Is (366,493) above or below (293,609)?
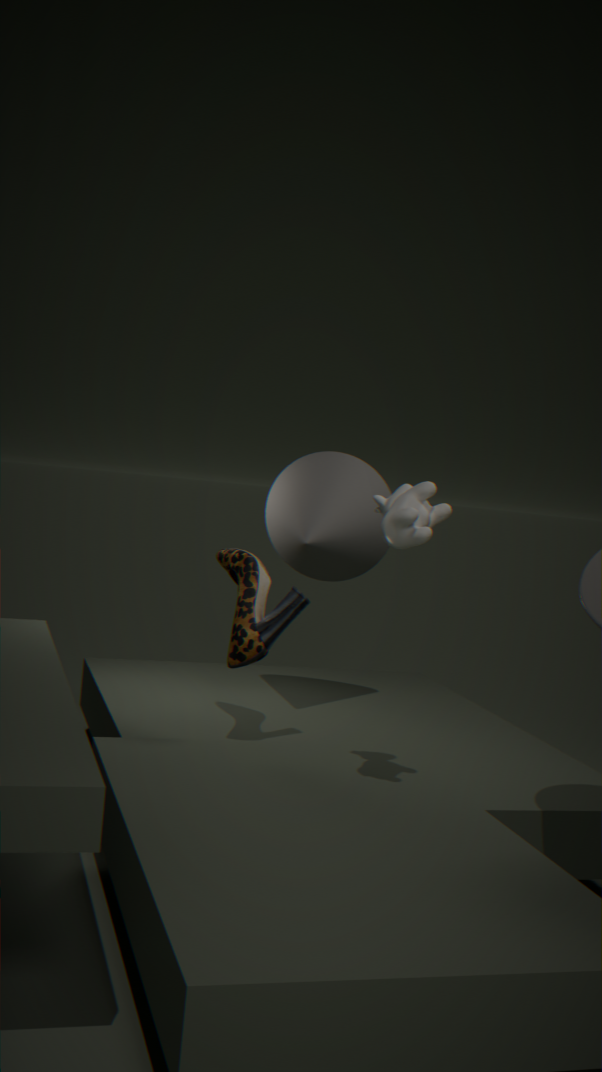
above
